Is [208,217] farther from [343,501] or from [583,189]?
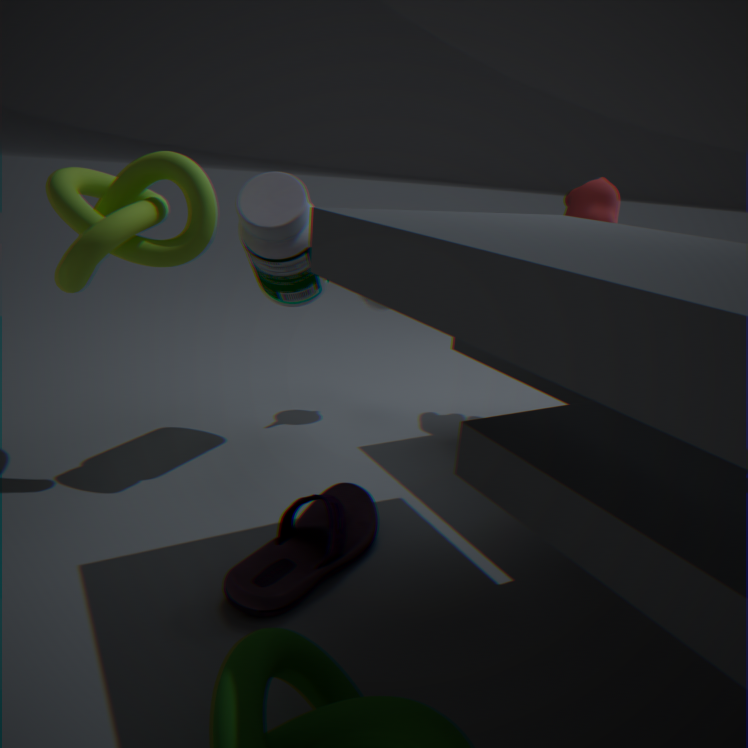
[583,189]
